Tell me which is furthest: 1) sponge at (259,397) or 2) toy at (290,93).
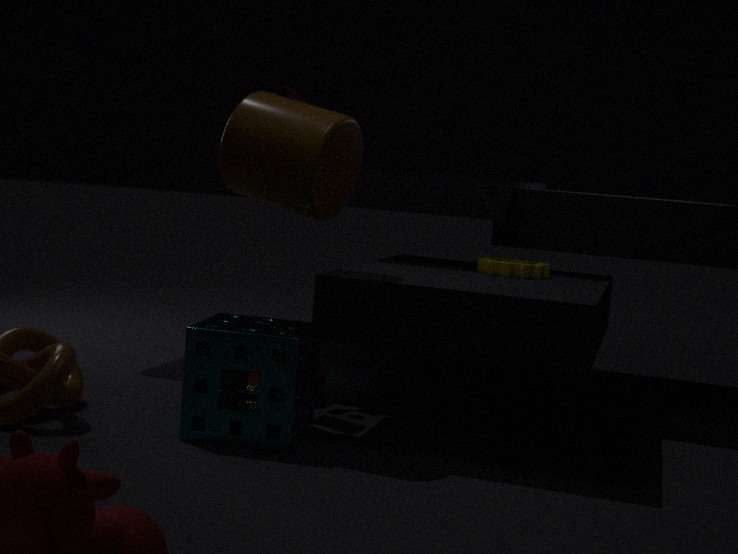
2. toy at (290,93)
